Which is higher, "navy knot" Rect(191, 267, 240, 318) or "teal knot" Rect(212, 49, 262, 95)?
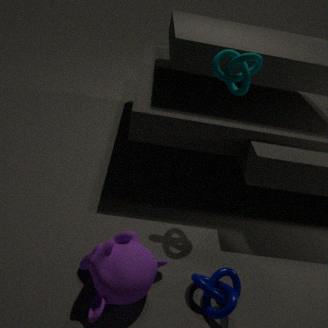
"teal knot" Rect(212, 49, 262, 95)
